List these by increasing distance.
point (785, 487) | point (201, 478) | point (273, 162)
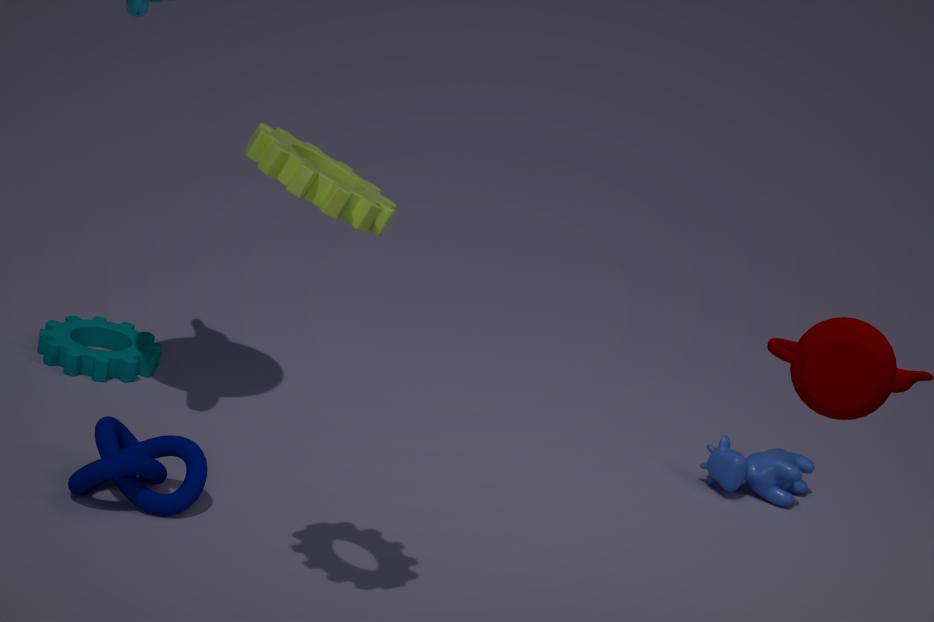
point (273, 162) < point (201, 478) < point (785, 487)
